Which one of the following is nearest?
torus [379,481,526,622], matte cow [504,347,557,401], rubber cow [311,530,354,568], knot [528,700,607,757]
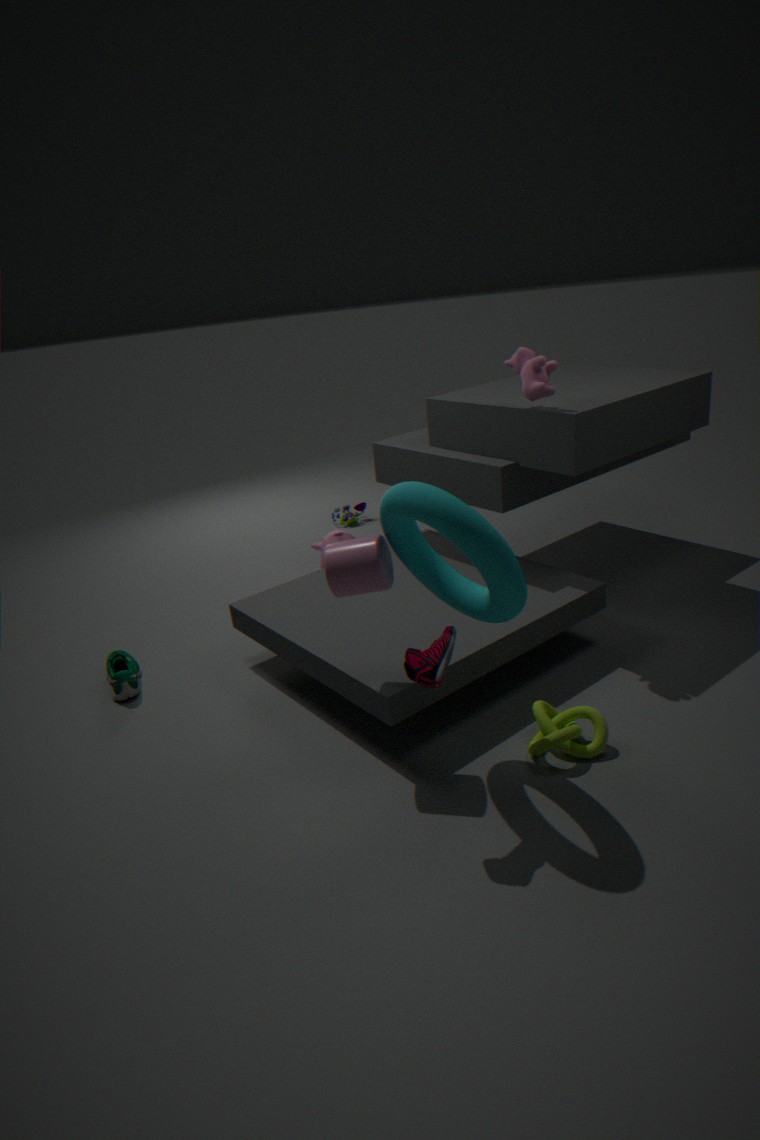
torus [379,481,526,622]
